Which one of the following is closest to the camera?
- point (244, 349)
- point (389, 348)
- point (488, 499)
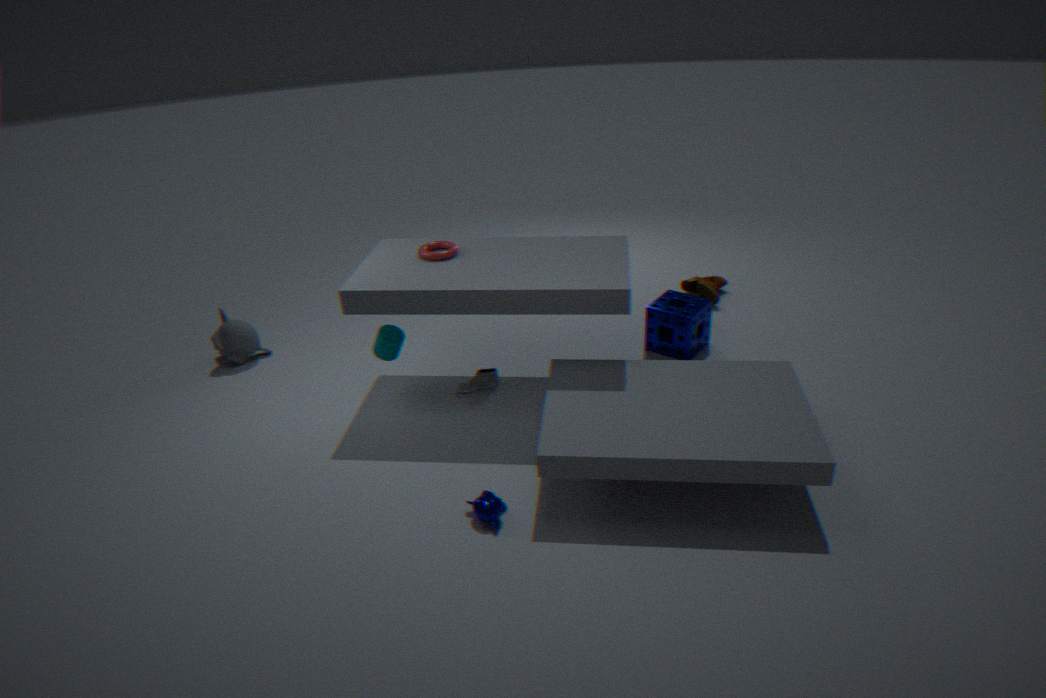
point (488, 499)
